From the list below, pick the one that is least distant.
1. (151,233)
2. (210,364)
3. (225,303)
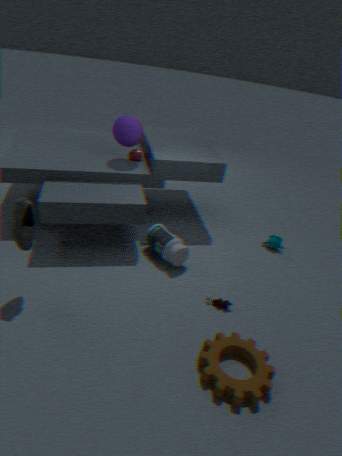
(210,364)
